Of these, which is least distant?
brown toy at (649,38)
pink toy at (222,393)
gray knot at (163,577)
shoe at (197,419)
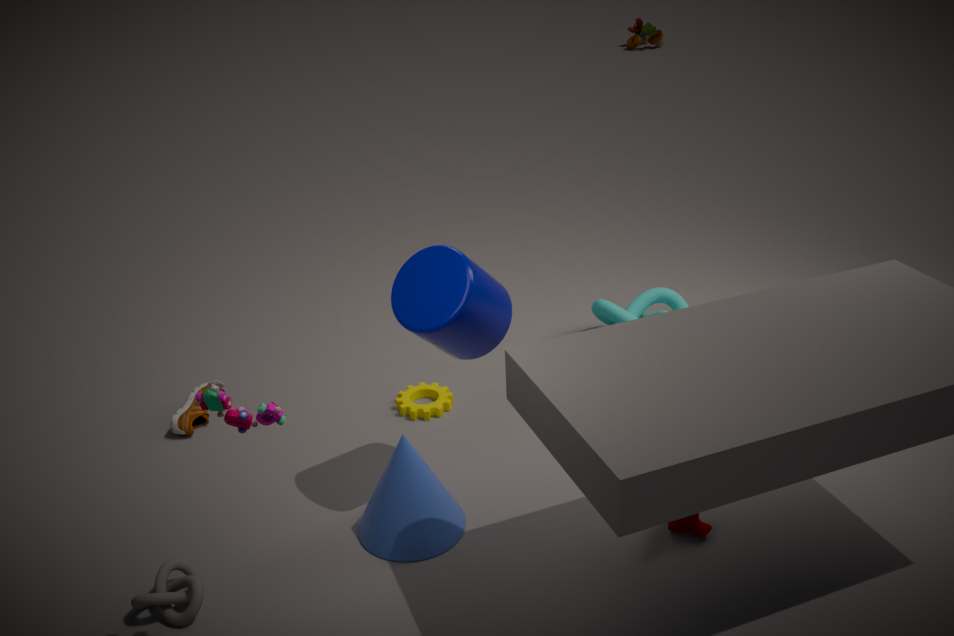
pink toy at (222,393)
